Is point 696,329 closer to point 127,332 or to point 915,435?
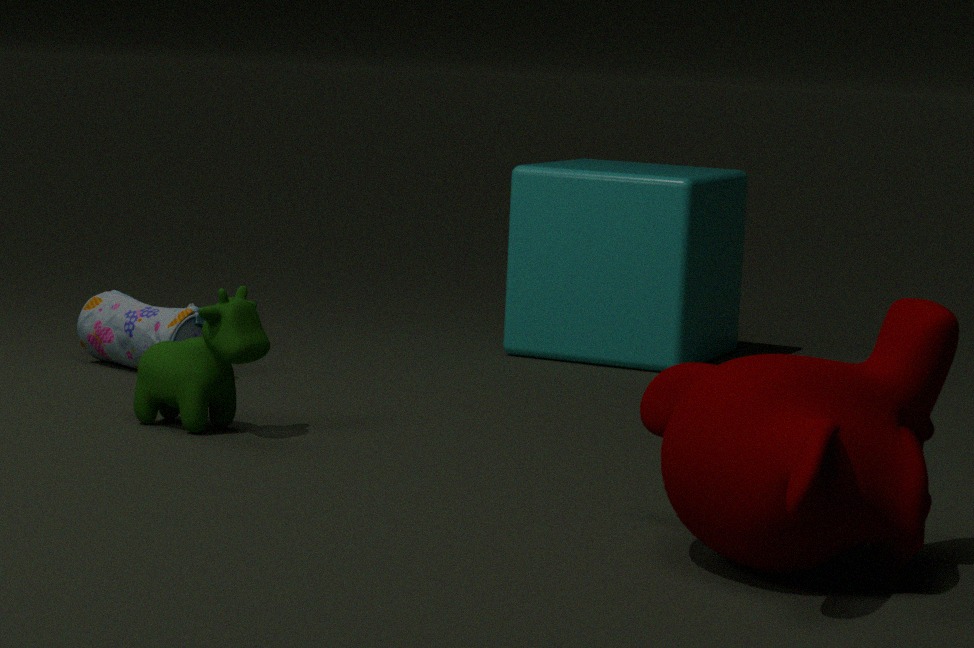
point 127,332
